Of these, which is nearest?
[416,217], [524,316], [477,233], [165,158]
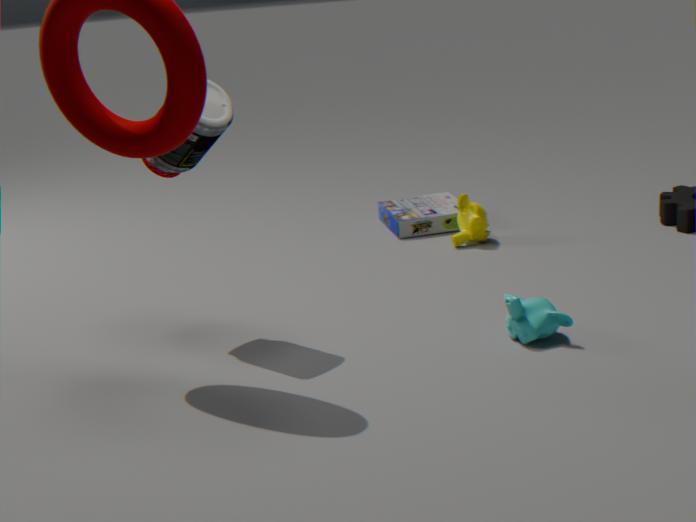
[524,316]
